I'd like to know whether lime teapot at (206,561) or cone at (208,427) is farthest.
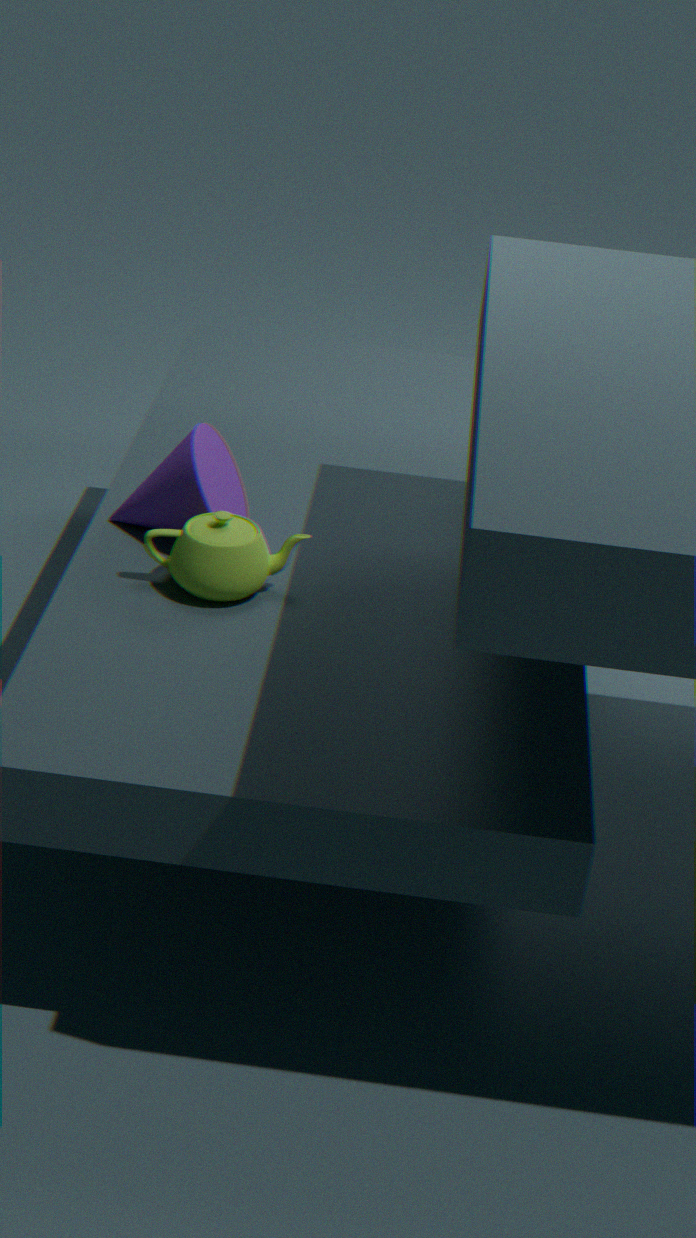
cone at (208,427)
